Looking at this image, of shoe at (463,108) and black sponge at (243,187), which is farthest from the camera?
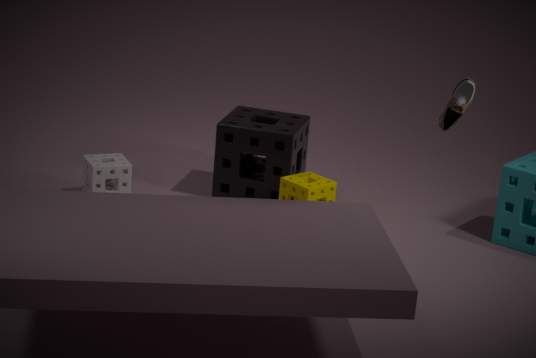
black sponge at (243,187)
